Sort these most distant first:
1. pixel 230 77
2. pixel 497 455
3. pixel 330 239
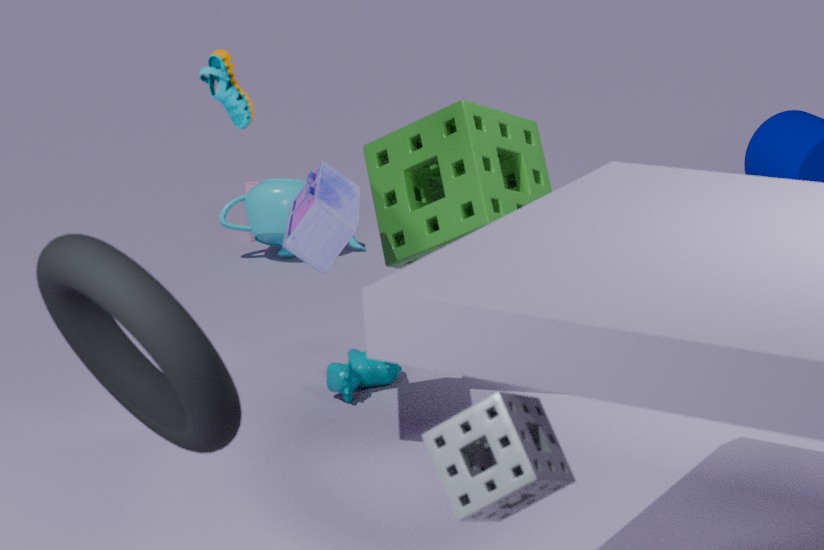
pixel 330 239 < pixel 230 77 < pixel 497 455
